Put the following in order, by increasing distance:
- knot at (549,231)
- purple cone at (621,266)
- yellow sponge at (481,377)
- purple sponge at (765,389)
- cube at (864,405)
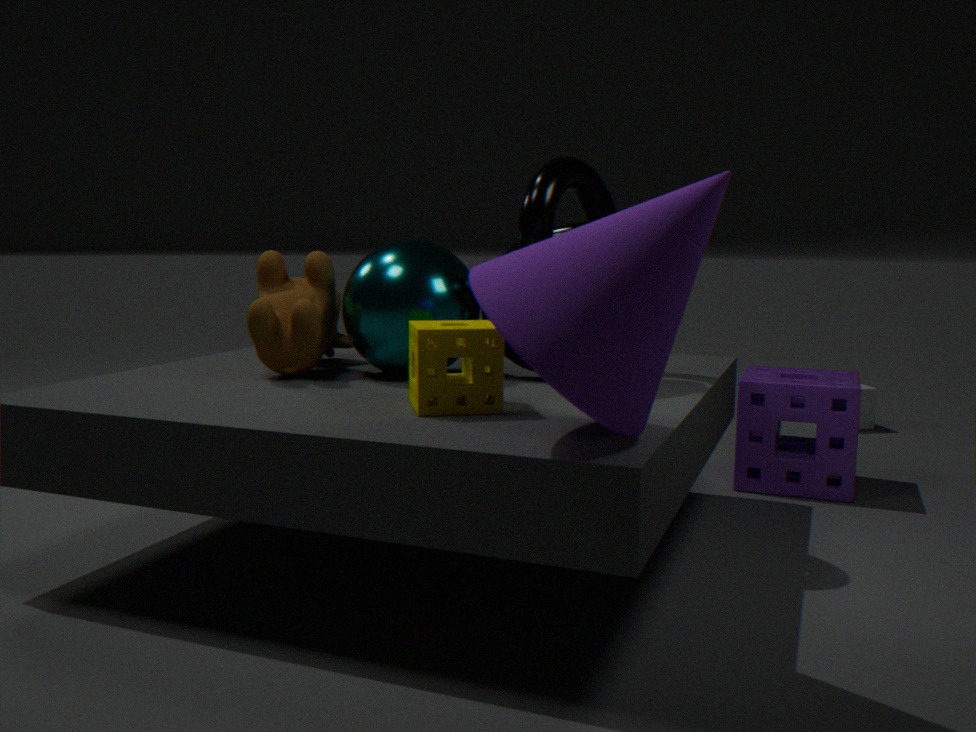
purple cone at (621,266) → yellow sponge at (481,377) → knot at (549,231) → purple sponge at (765,389) → cube at (864,405)
